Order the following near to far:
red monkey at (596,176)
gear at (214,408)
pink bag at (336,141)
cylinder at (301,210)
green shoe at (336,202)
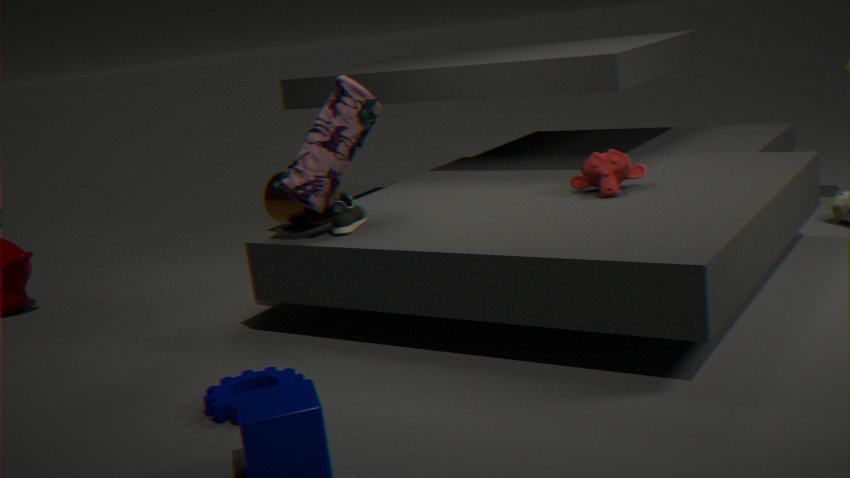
gear at (214,408) → pink bag at (336,141) → green shoe at (336,202) → red monkey at (596,176) → cylinder at (301,210)
